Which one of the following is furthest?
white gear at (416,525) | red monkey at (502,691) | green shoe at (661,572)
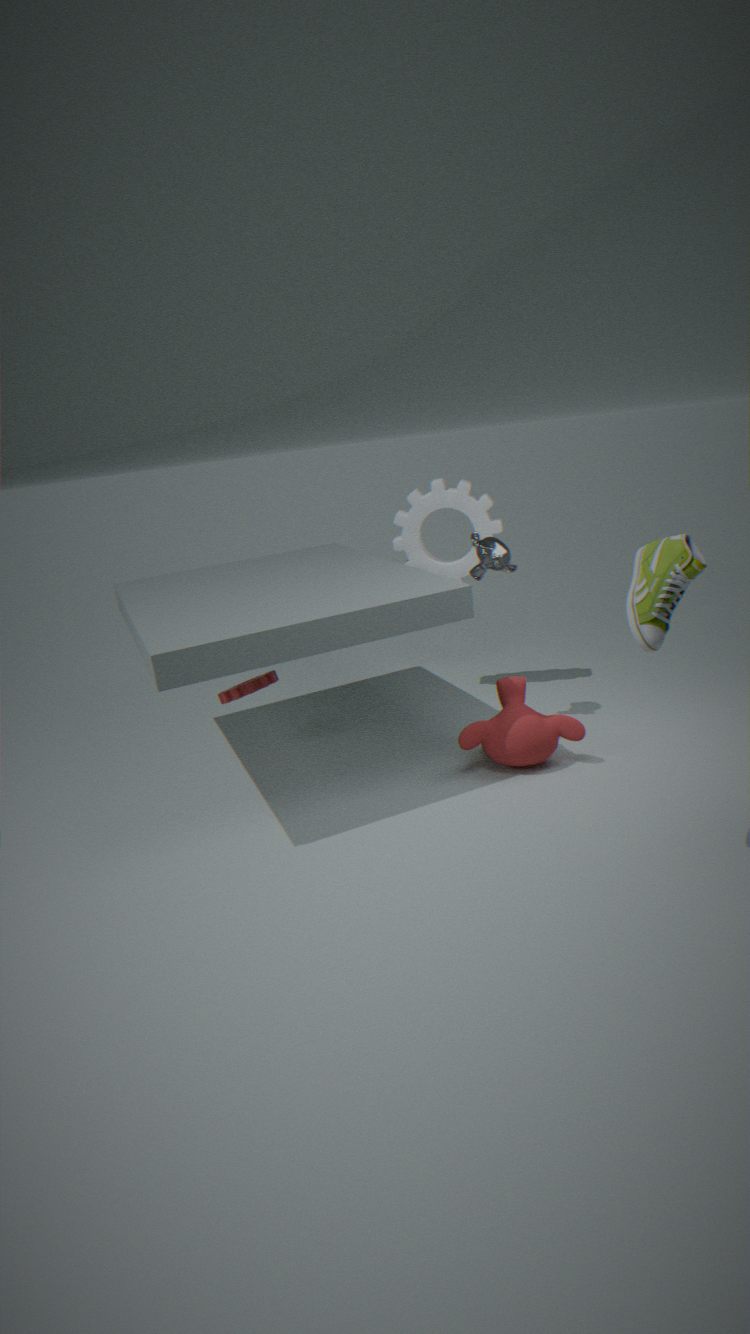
white gear at (416,525)
